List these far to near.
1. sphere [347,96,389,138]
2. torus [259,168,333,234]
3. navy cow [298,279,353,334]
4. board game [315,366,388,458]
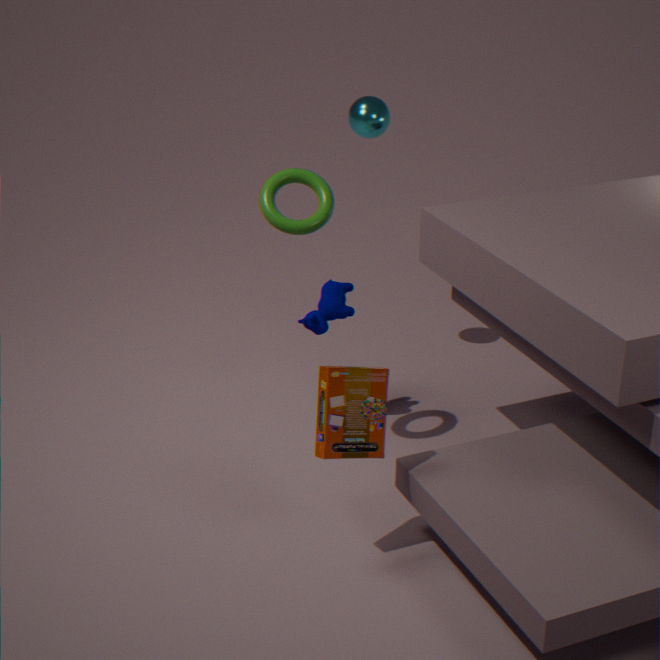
sphere [347,96,389,138] < navy cow [298,279,353,334] < torus [259,168,333,234] < board game [315,366,388,458]
